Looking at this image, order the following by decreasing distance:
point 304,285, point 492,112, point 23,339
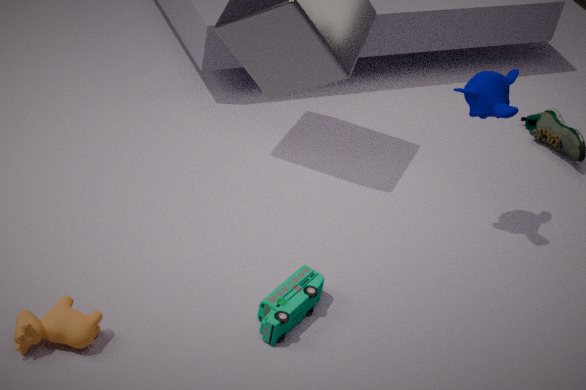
point 492,112, point 304,285, point 23,339
